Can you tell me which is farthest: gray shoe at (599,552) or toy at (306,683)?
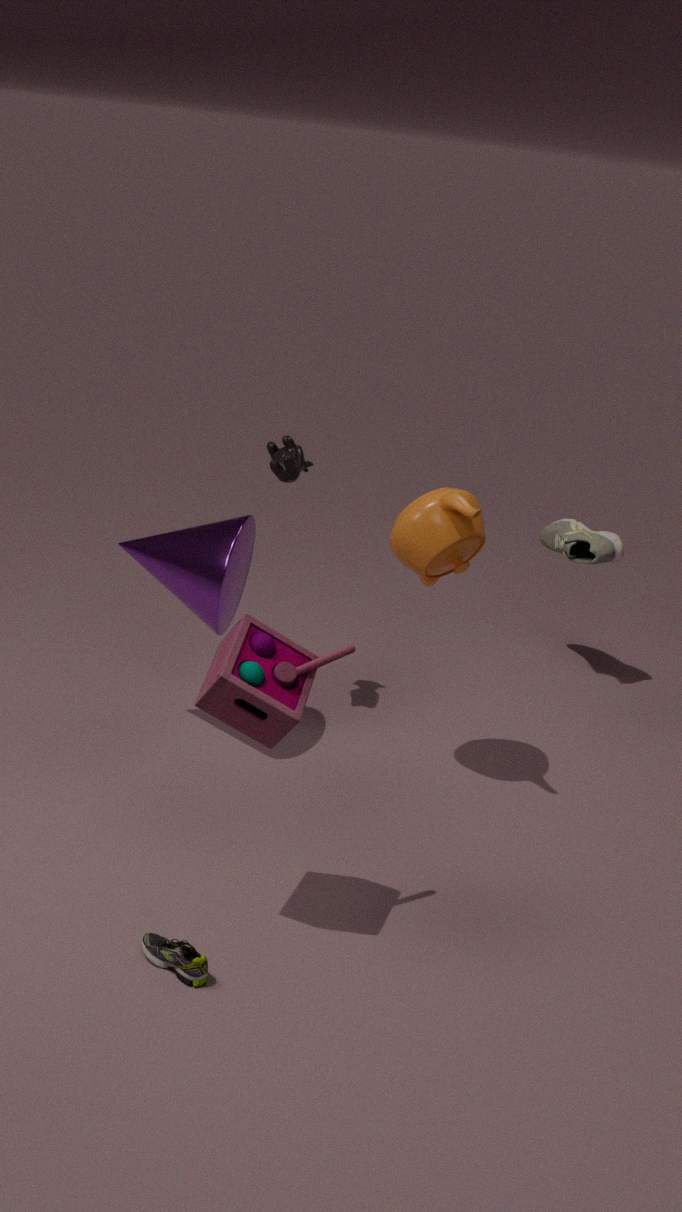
gray shoe at (599,552)
